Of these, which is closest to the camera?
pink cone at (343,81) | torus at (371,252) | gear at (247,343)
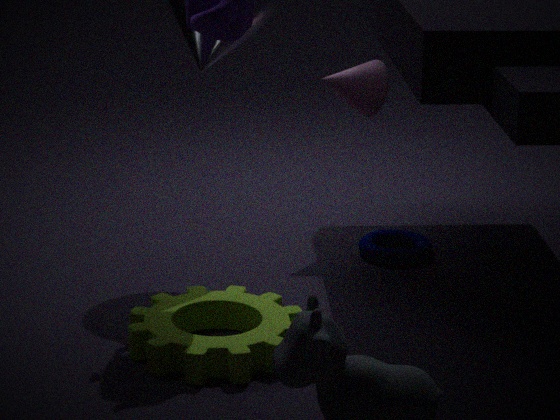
gear at (247,343)
